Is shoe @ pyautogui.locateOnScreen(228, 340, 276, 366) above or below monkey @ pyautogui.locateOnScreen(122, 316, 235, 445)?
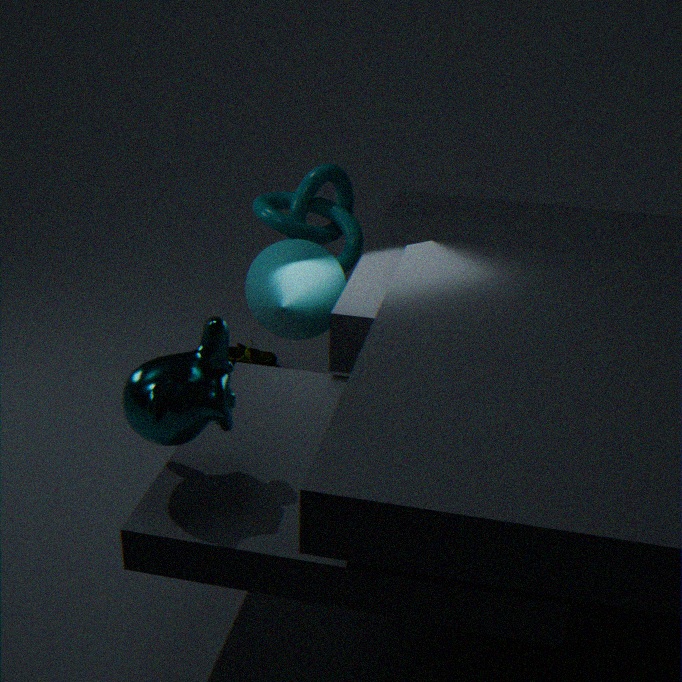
below
